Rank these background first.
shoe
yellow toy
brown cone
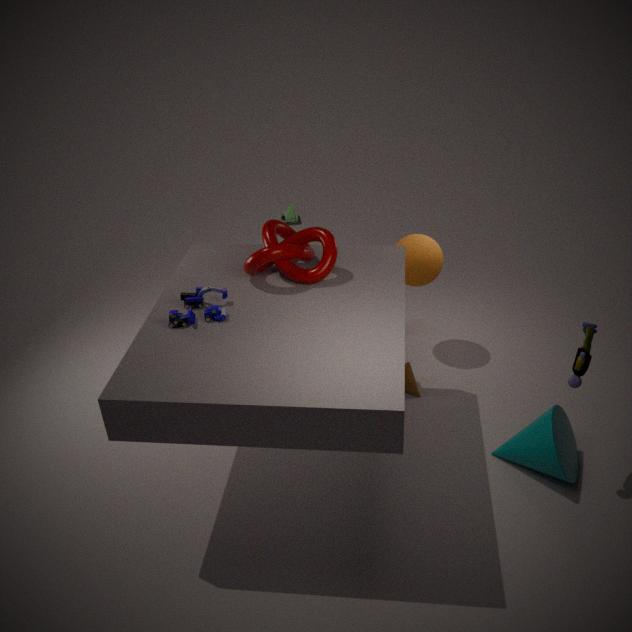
1. shoe
2. brown cone
3. yellow toy
